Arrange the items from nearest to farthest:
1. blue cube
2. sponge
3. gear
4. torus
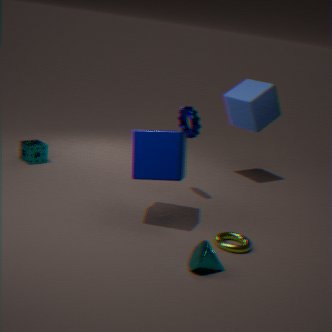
torus → gear → sponge → blue cube
